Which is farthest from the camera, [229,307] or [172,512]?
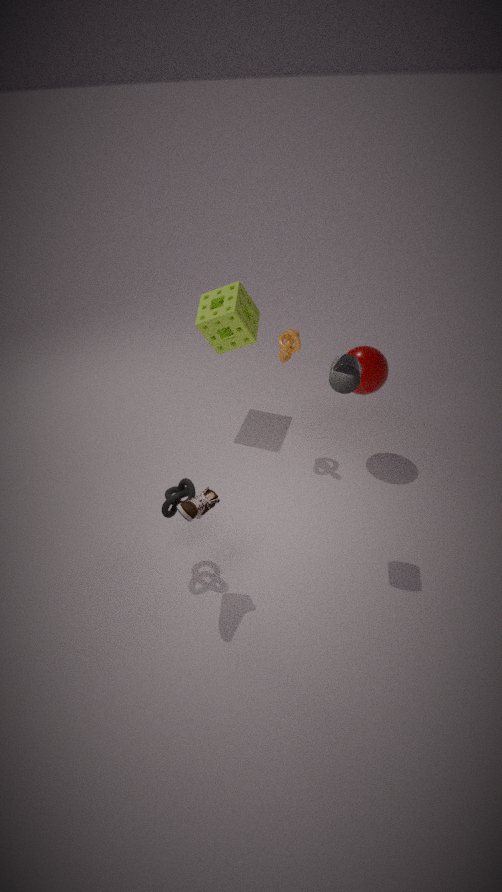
[229,307]
